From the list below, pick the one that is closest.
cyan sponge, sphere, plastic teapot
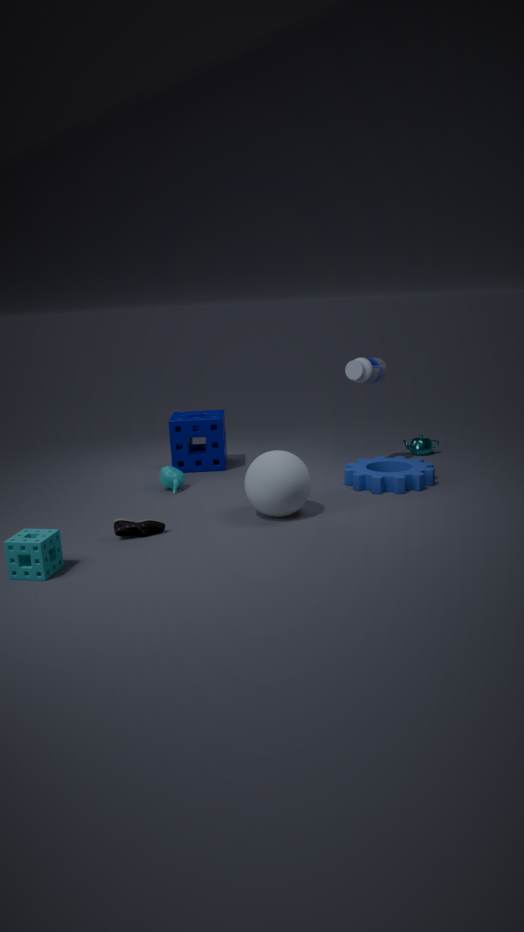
cyan sponge
